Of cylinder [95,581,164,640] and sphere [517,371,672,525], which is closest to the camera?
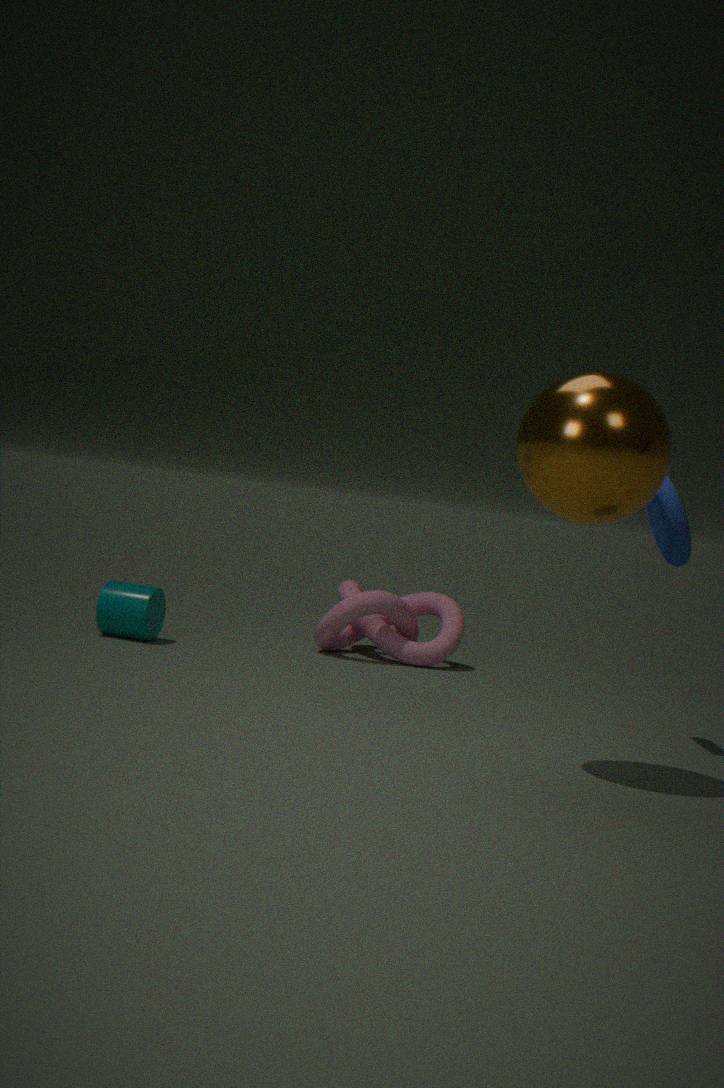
sphere [517,371,672,525]
